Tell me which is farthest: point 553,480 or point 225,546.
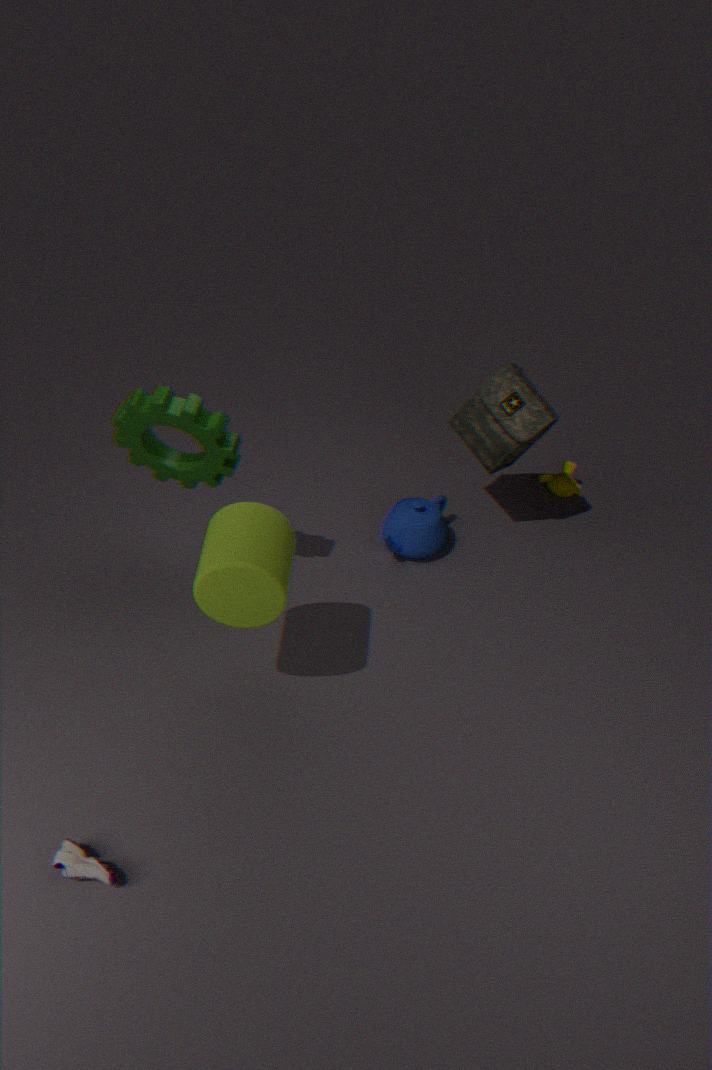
point 553,480
